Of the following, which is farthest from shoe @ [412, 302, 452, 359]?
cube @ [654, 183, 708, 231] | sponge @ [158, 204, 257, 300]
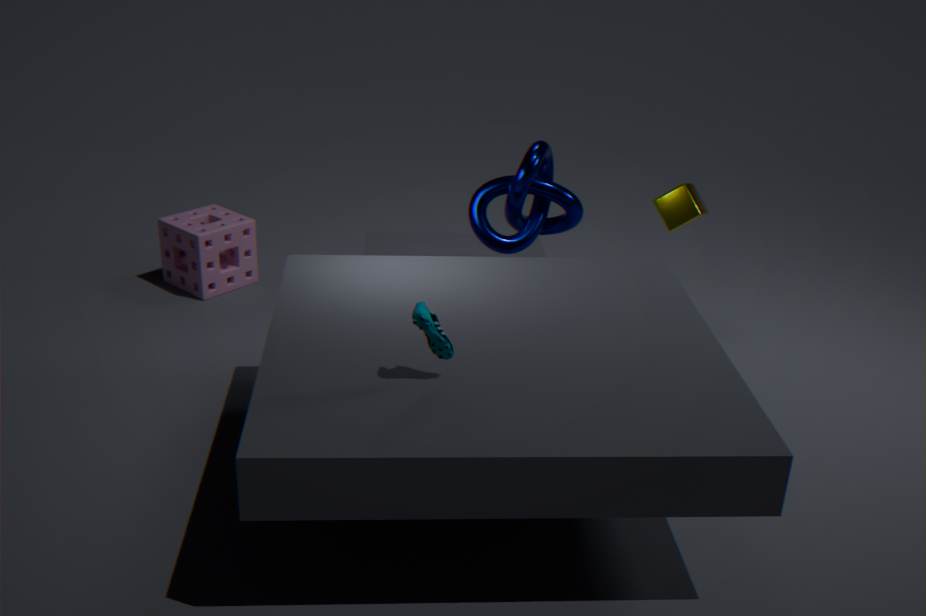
sponge @ [158, 204, 257, 300]
